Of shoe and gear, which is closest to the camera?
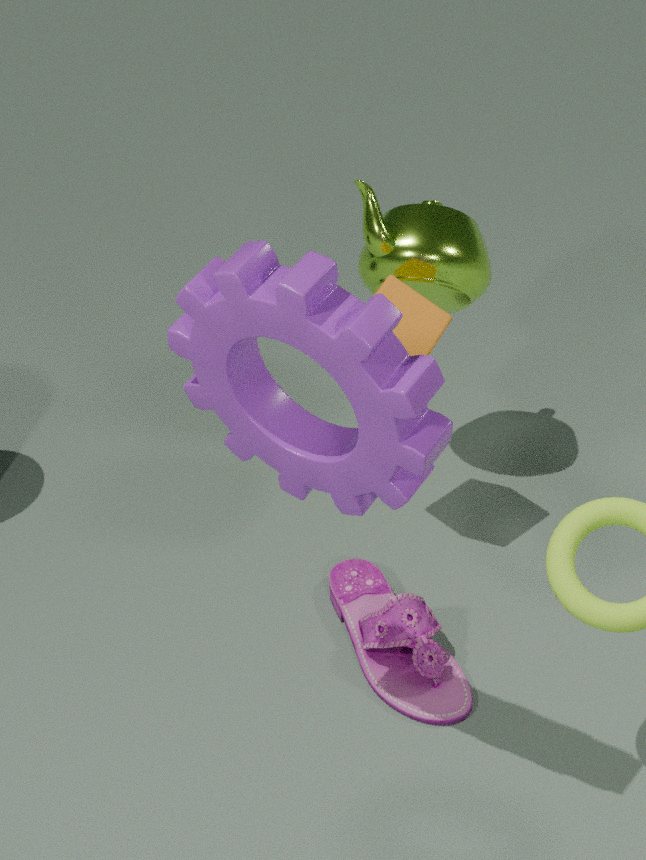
gear
